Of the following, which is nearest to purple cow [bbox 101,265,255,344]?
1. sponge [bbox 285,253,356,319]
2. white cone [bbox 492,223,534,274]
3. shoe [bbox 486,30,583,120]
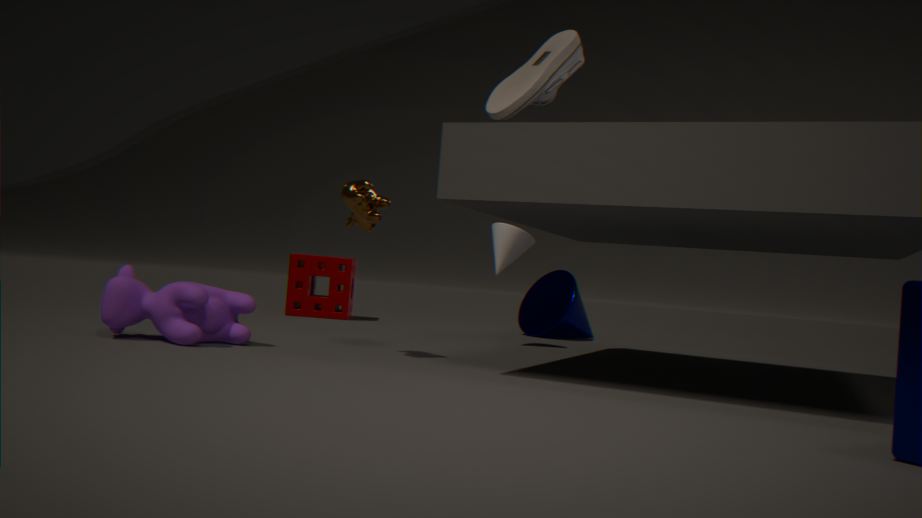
shoe [bbox 486,30,583,120]
